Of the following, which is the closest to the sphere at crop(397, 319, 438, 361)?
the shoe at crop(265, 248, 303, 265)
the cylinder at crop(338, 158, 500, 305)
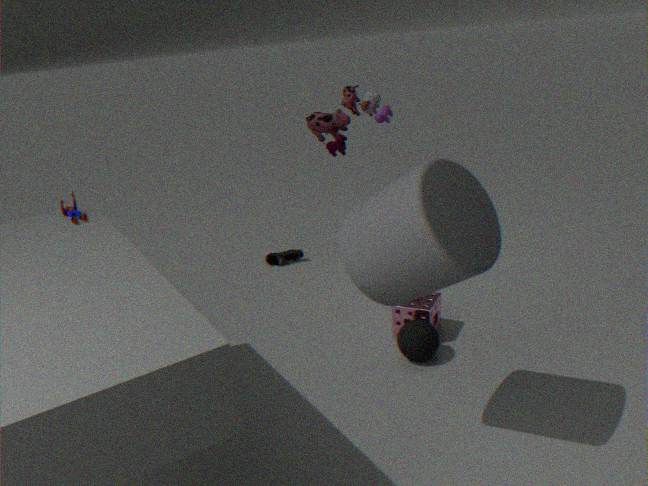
the cylinder at crop(338, 158, 500, 305)
